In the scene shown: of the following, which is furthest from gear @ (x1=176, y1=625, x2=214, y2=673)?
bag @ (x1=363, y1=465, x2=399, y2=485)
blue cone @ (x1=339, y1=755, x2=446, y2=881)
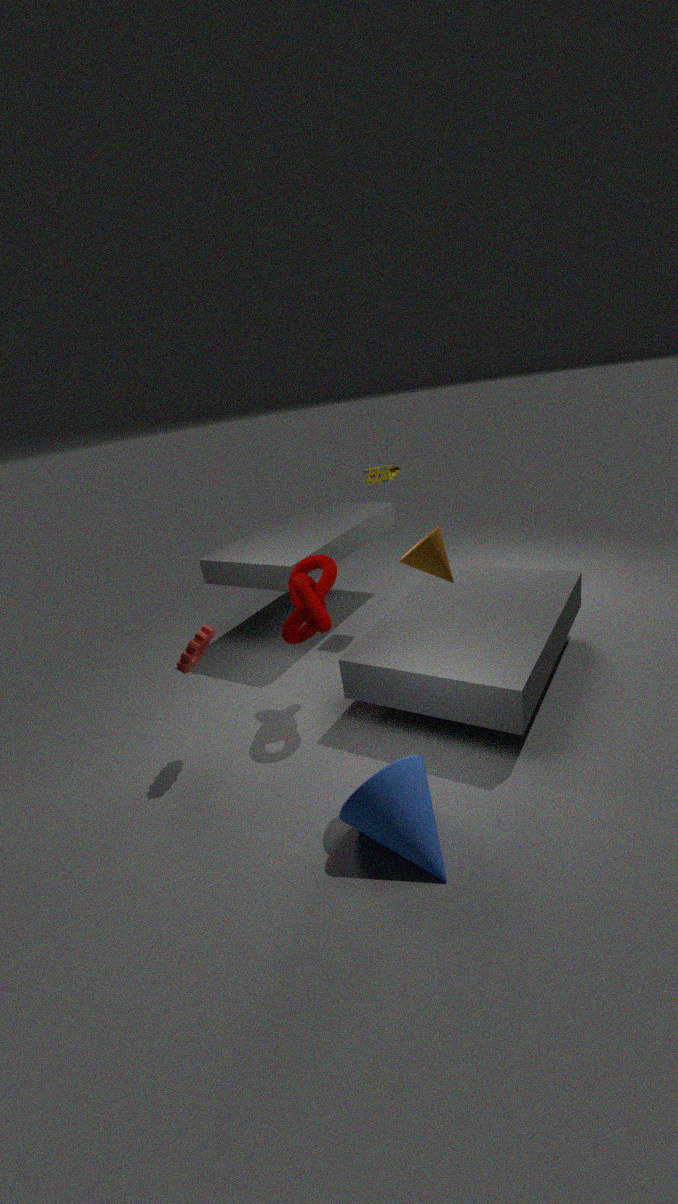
bag @ (x1=363, y1=465, x2=399, y2=485)
